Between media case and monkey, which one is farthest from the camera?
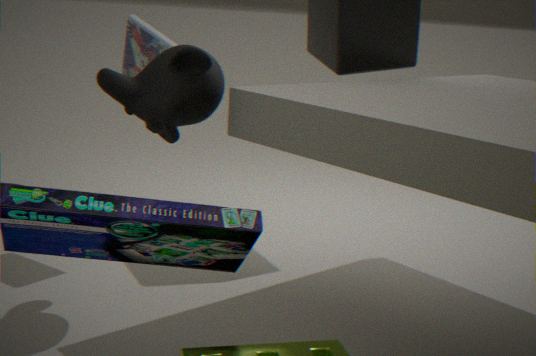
media case
